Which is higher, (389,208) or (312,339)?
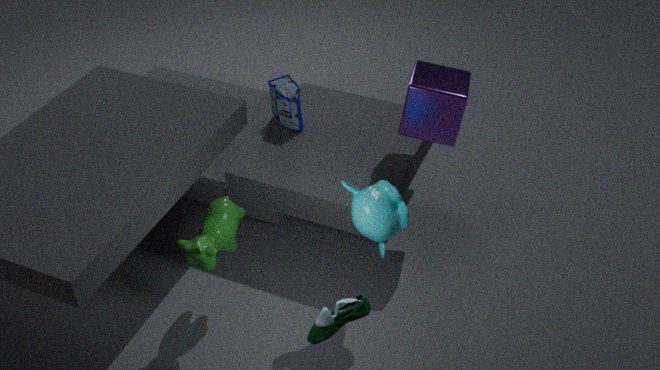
(389,208)
